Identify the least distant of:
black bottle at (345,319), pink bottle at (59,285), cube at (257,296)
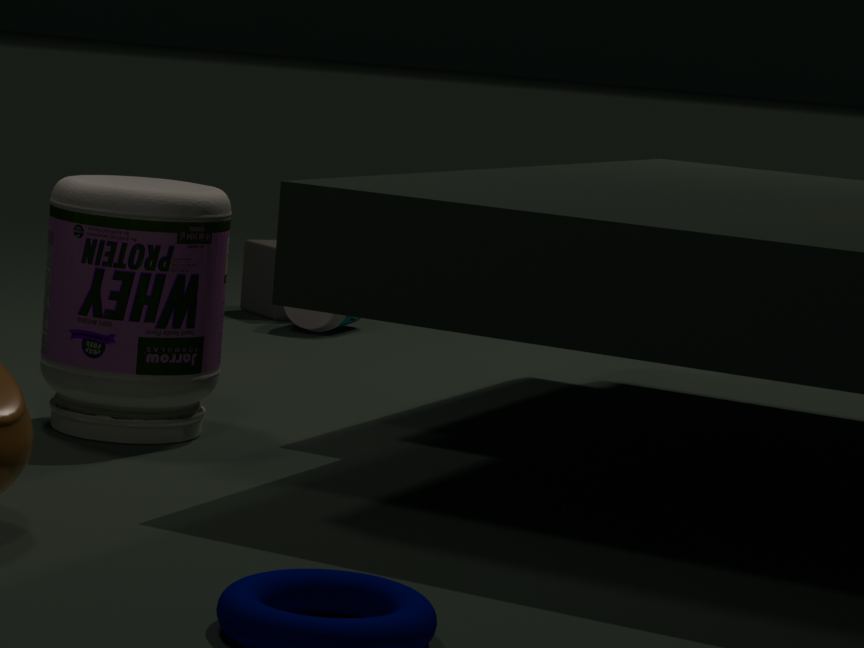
pink bottle at (59,285)
